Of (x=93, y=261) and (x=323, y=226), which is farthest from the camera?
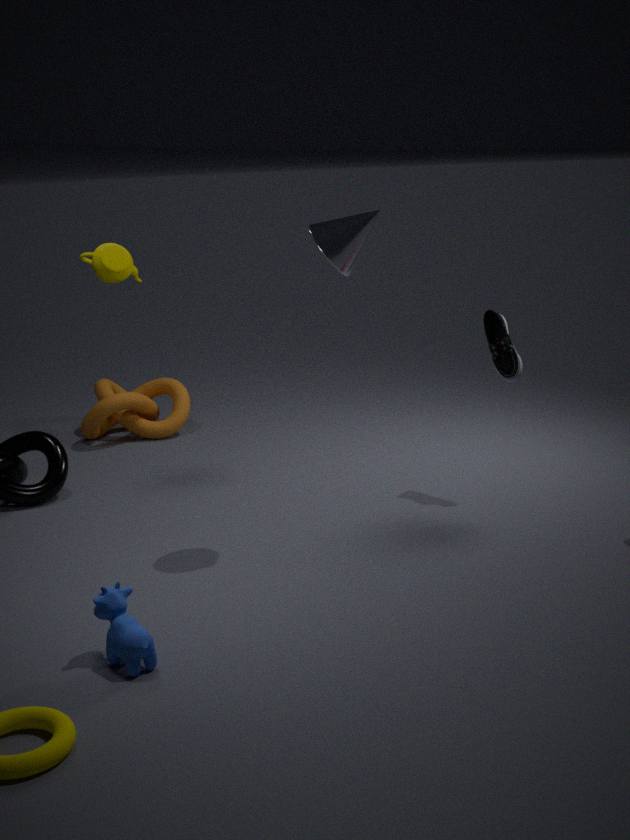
(x=93, y=261)
